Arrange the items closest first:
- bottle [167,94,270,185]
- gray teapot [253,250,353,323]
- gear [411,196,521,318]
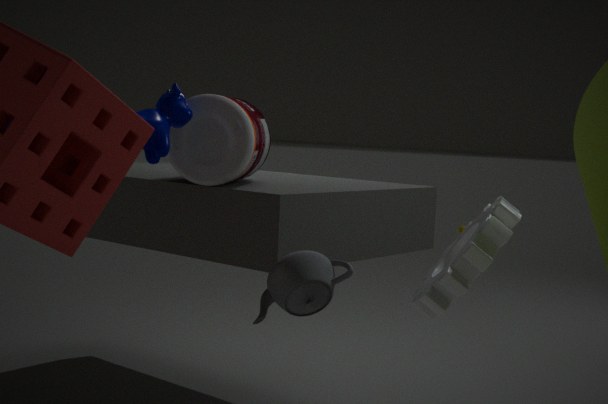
gear [411,196,521,318], gray teapot [253,250,353,323], bottle [167,94,270,185]
